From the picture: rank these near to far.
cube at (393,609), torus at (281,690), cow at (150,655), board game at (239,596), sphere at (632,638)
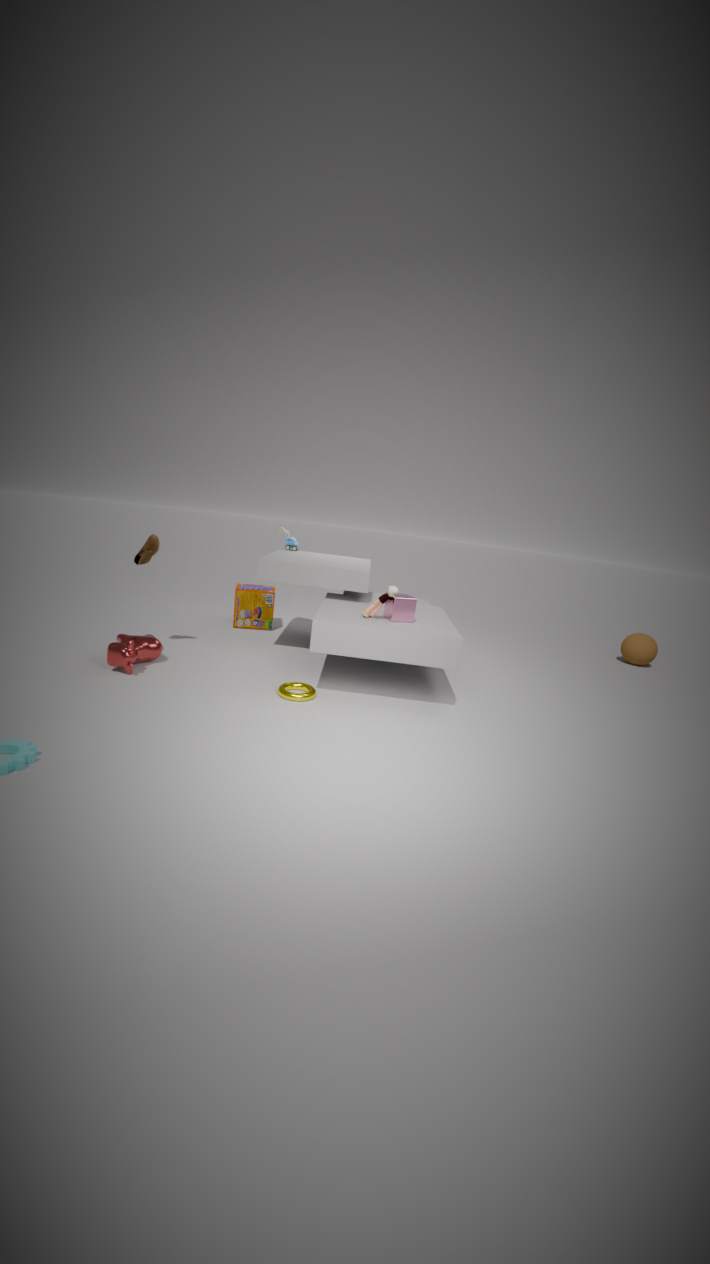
torus at (281,690)
cow at (150,655)
cube at (393,609)
board game at (239,596)
sphere at (632,638)
